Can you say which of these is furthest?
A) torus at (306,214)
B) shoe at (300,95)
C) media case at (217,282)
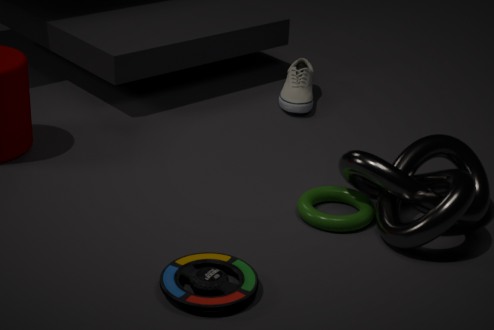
shoe at (300,95)
